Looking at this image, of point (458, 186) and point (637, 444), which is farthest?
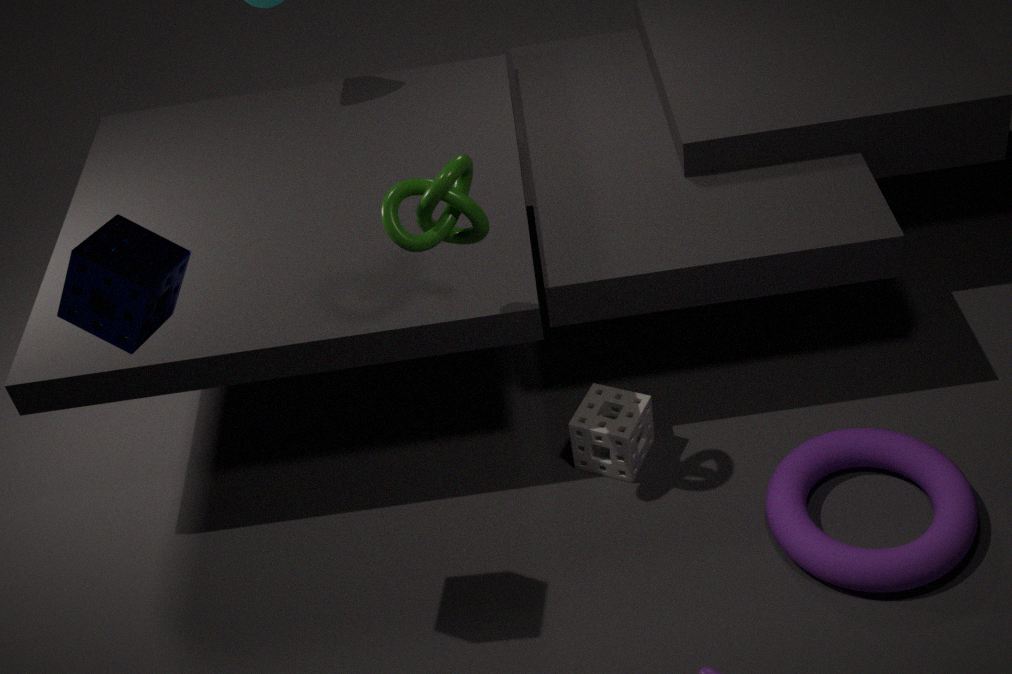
point (637, 444)
